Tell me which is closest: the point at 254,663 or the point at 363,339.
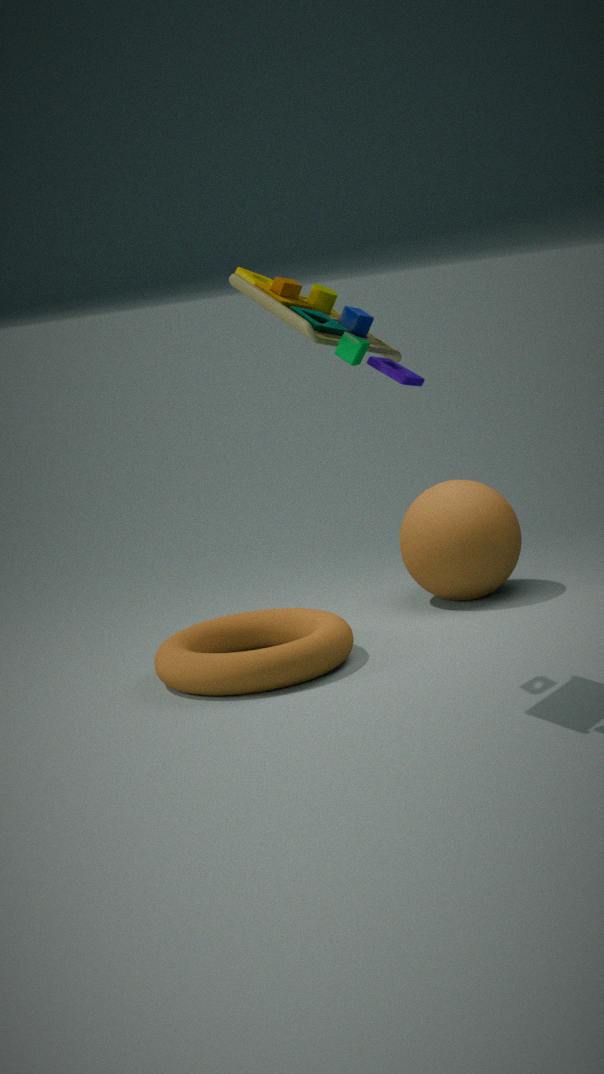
the point at 363,339
